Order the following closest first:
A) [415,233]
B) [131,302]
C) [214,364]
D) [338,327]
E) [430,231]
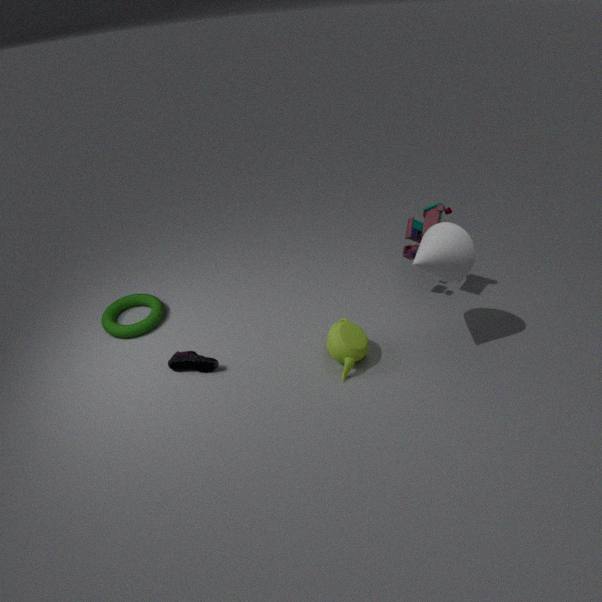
[430,231], [338,327], [214,364], [415,233], [131,302]
